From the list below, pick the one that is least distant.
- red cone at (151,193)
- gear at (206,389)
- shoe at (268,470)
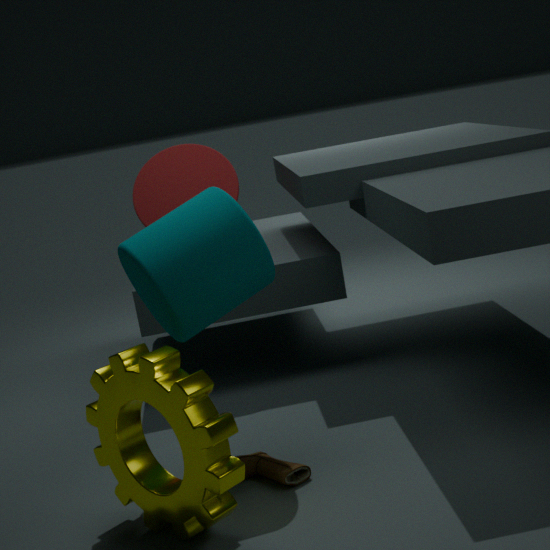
gear at (206,389)
